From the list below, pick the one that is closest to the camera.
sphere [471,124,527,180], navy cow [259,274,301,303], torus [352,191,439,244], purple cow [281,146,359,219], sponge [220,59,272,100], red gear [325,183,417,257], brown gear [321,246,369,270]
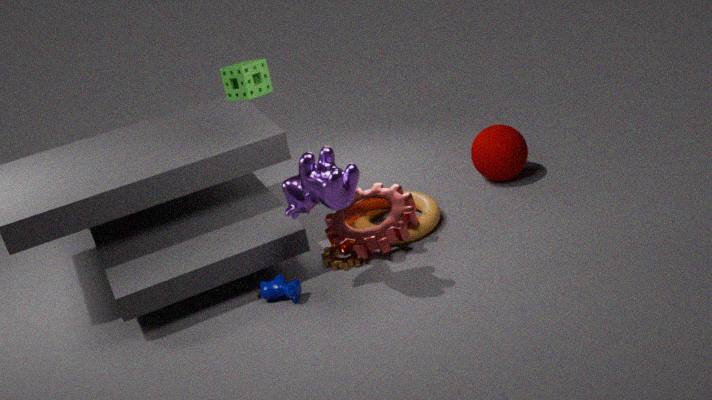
purple cow [281,146,359,219]
